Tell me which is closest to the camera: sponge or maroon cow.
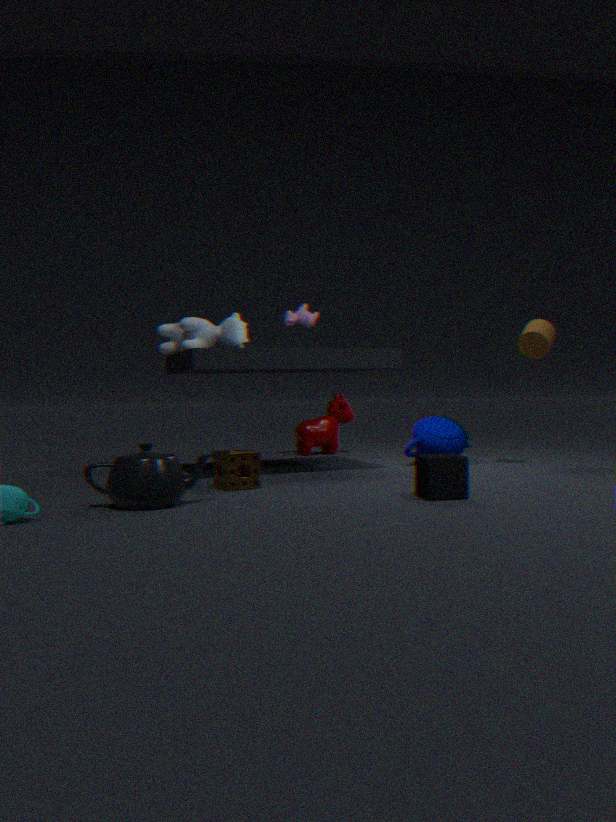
sponge
